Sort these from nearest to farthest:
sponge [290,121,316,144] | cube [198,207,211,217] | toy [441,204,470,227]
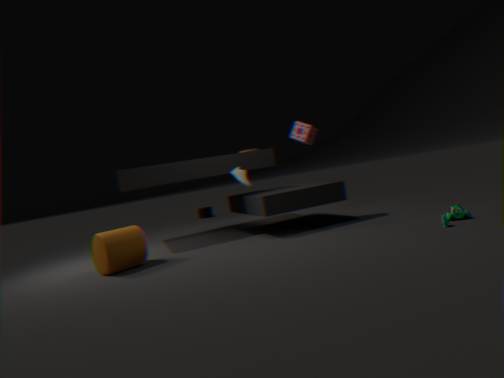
1. toy [441,204,470,227]
2. sponge [290,121,316,144]
3. cube [198,207,211,217]
